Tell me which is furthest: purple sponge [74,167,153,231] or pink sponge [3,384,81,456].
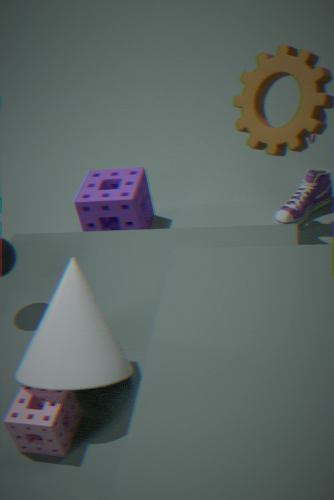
purple sponge [74,167,153,231]
